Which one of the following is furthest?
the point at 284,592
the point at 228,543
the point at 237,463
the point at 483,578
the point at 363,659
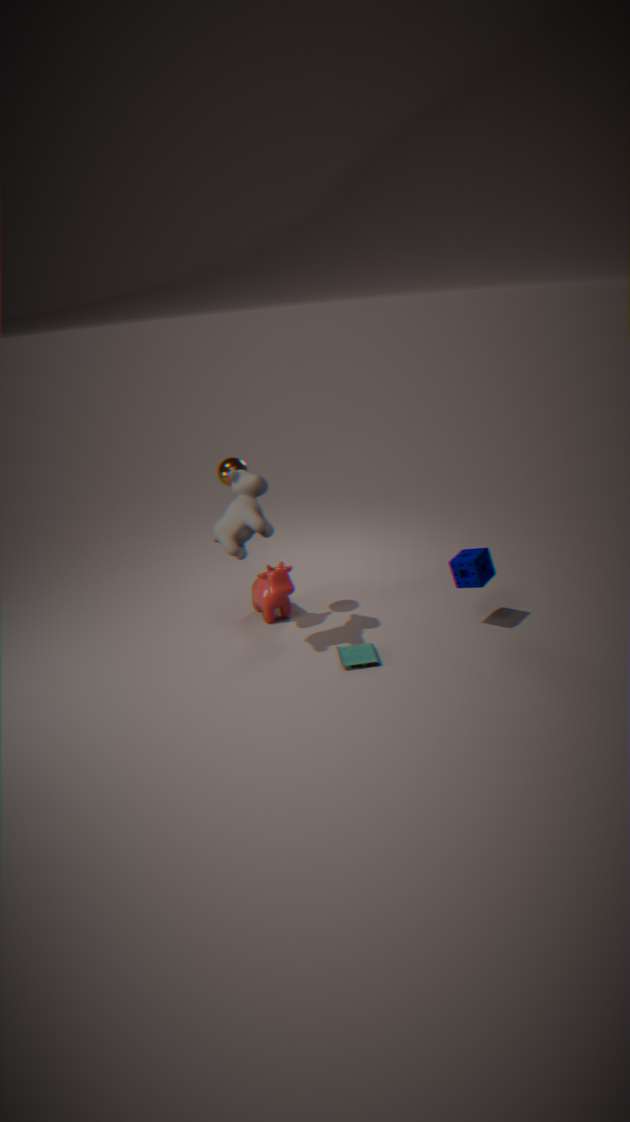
the point at 284,592
